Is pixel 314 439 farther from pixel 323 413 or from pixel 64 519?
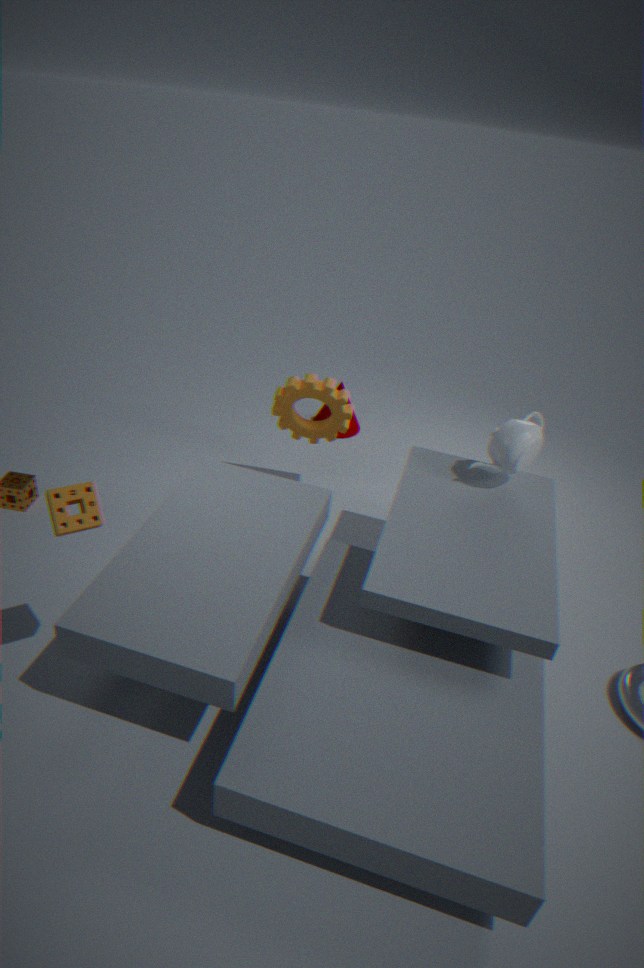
pixel 64 519
